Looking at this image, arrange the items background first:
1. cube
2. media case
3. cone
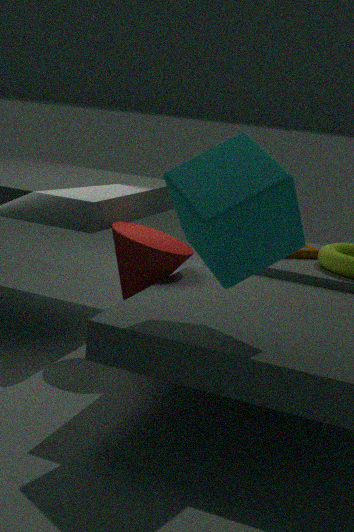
media case
cone
cube
